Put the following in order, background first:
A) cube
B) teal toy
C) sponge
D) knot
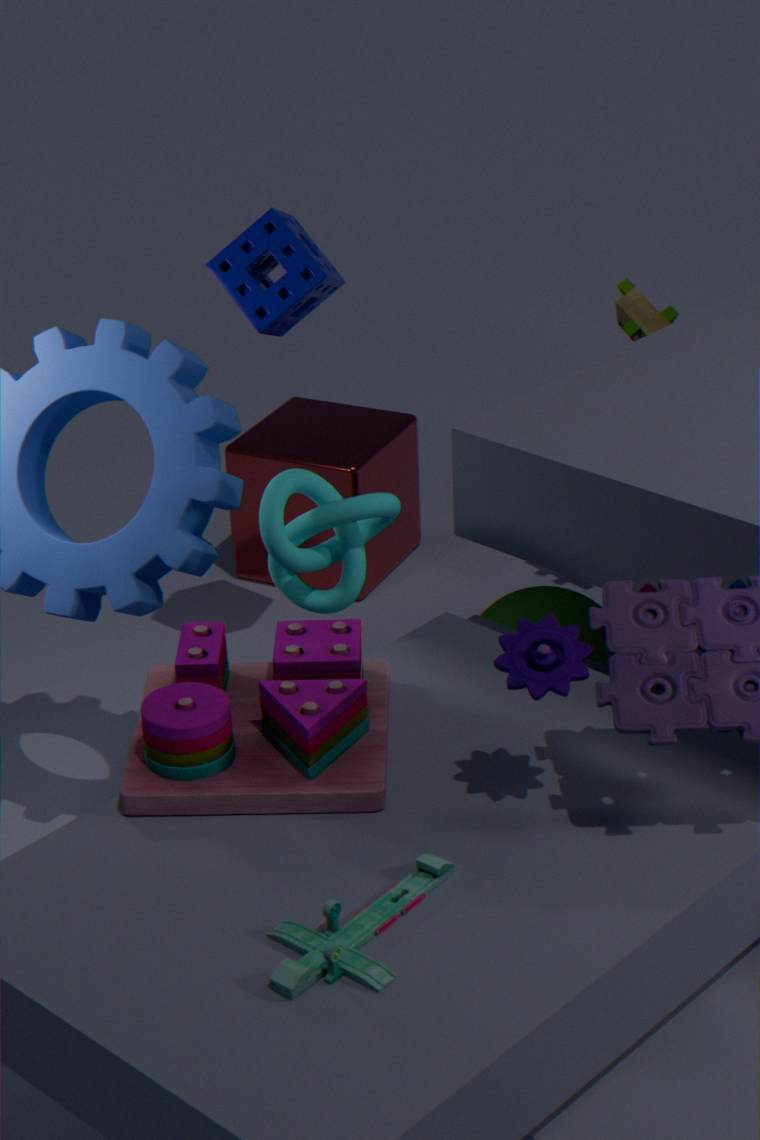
cube → sponge → knot → teal toy
